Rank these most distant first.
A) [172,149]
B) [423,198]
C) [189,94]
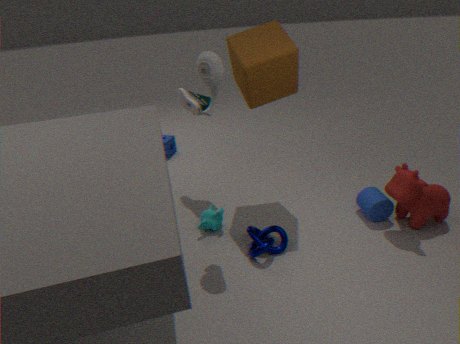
[172,149]
[189,94]
[423,198]
